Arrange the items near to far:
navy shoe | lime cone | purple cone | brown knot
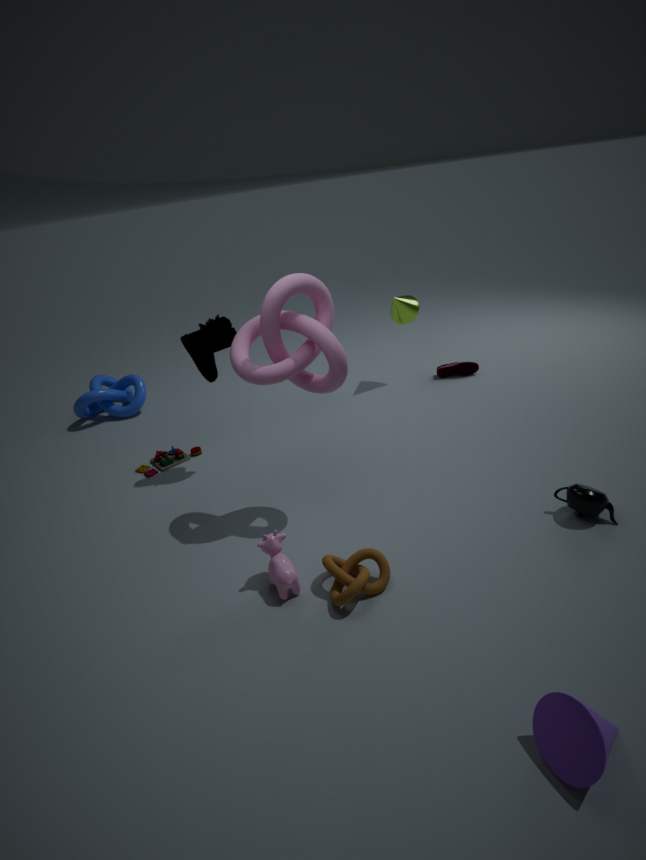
purple cone → brown knot → navy shoe → lime cone
